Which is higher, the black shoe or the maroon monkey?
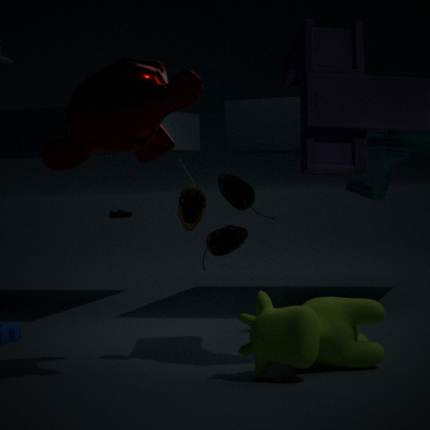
the maroon monkey
